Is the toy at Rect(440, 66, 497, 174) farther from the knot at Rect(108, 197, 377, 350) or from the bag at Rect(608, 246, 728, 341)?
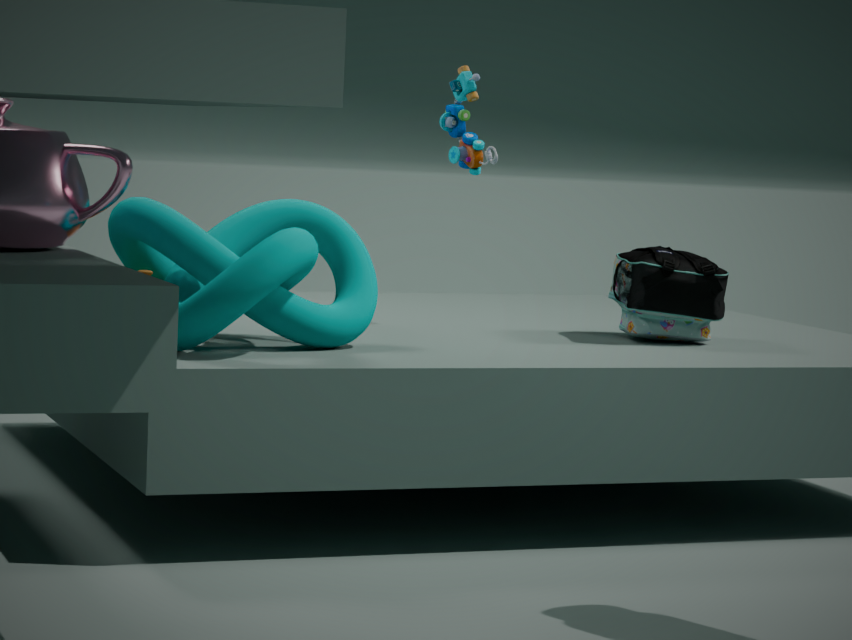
the knot at Rect(108, 197, 377, 350)
